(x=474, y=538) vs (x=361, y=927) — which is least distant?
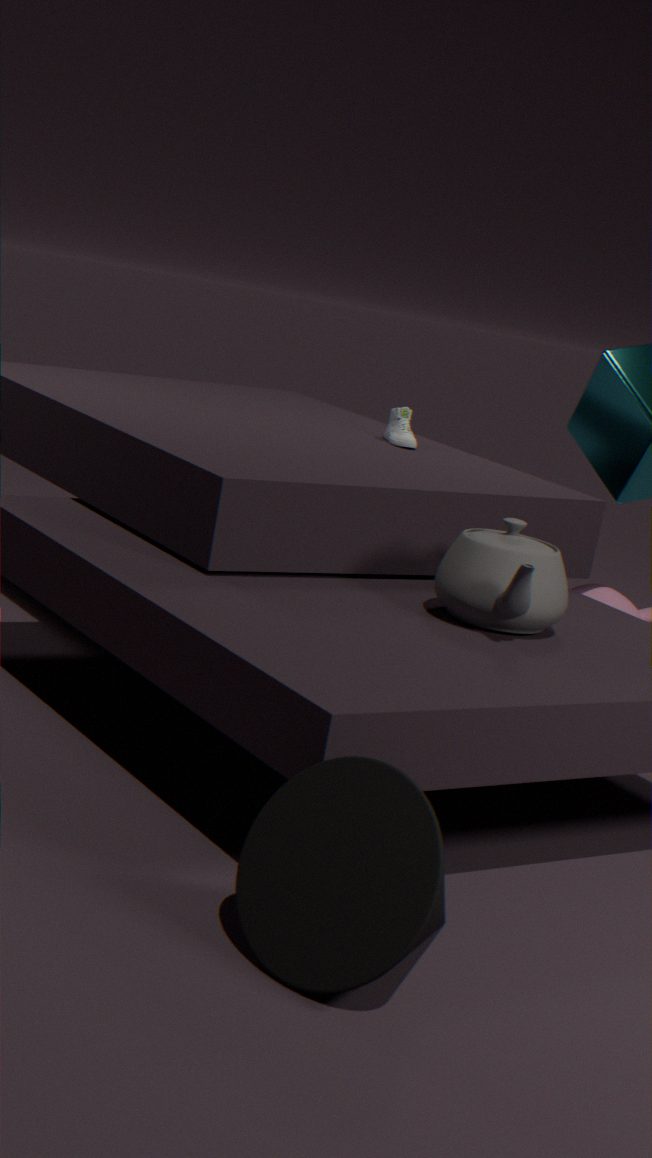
(x=361, y=927)
